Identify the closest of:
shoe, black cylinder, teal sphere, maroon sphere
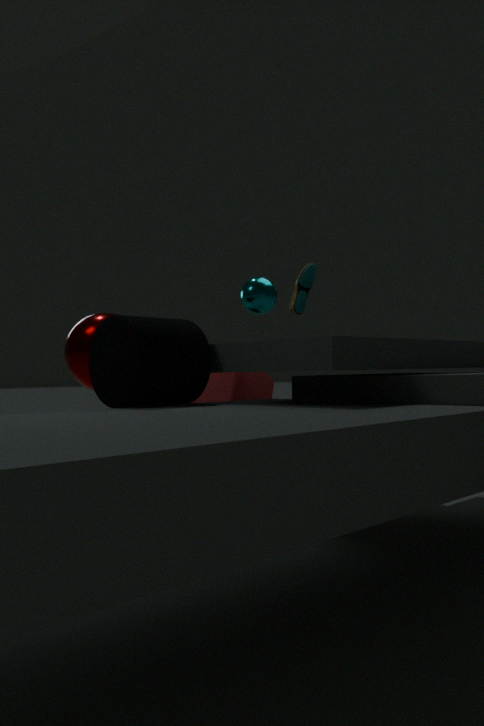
black cylinder
